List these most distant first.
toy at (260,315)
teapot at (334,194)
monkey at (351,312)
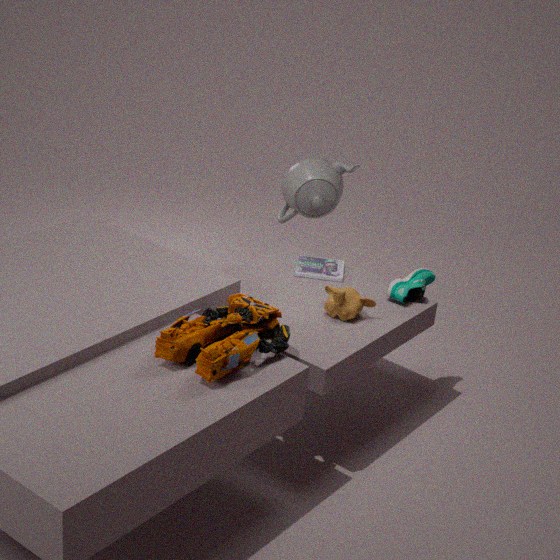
teapot at (334,194) → monkey at (351,312) → toy at (260,315)
